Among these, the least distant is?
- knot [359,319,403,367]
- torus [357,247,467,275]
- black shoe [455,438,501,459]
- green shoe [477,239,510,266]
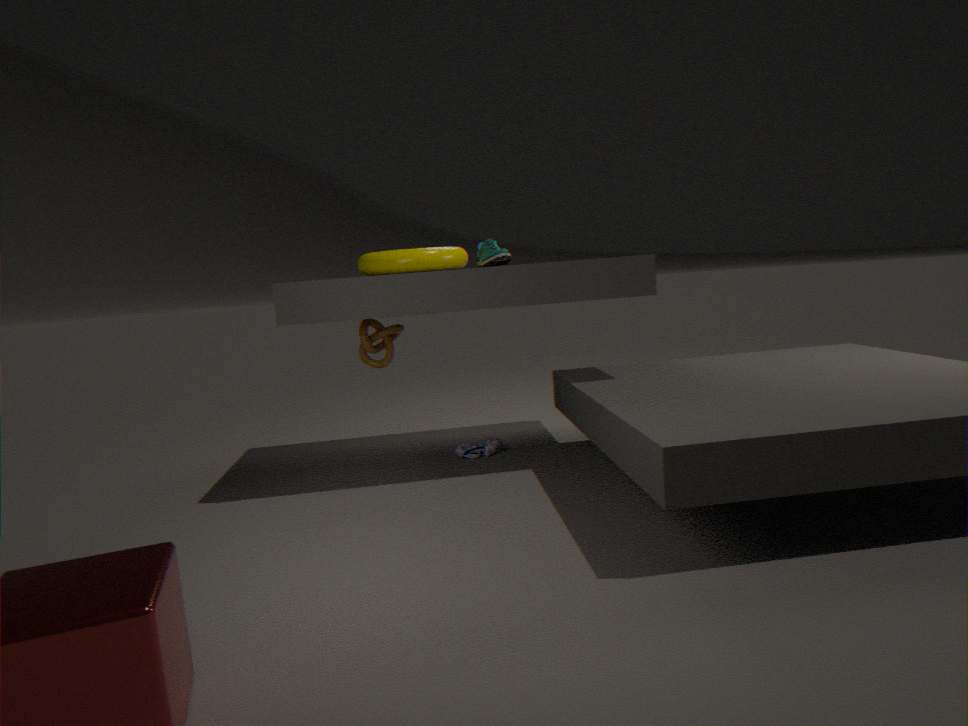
torus [357,247,467,275]
